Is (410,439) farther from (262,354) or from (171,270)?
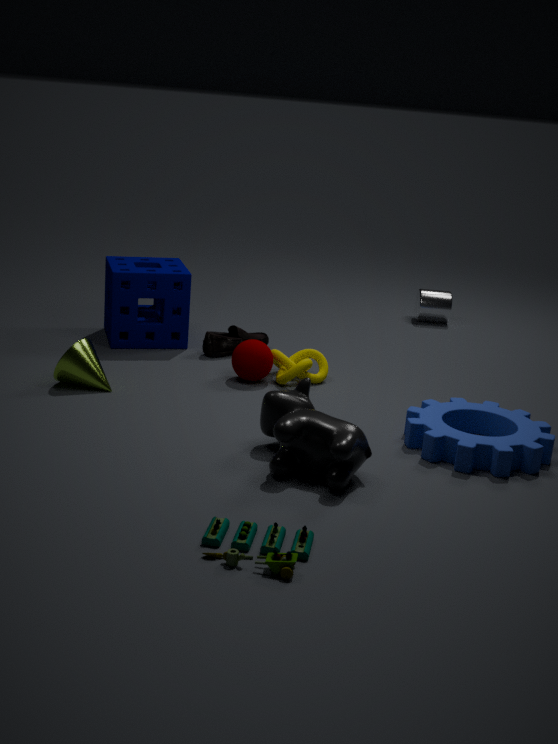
(171,270)
